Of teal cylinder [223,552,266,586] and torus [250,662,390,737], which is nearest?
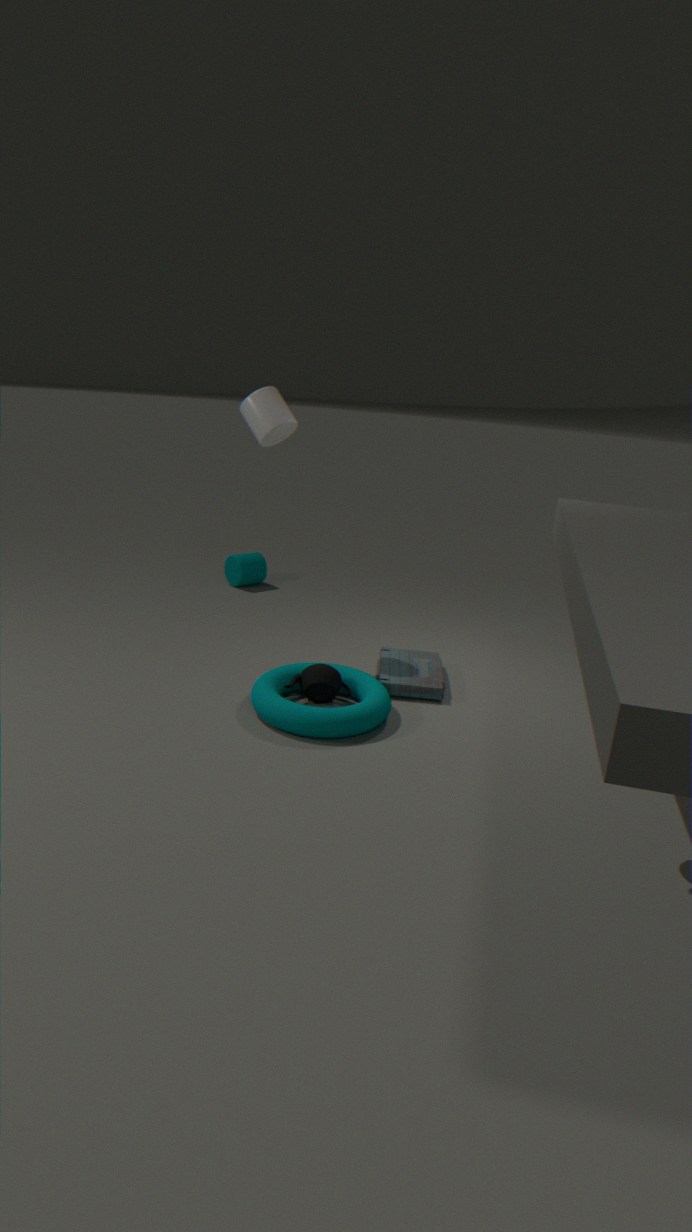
torus [250,662,390,737]
